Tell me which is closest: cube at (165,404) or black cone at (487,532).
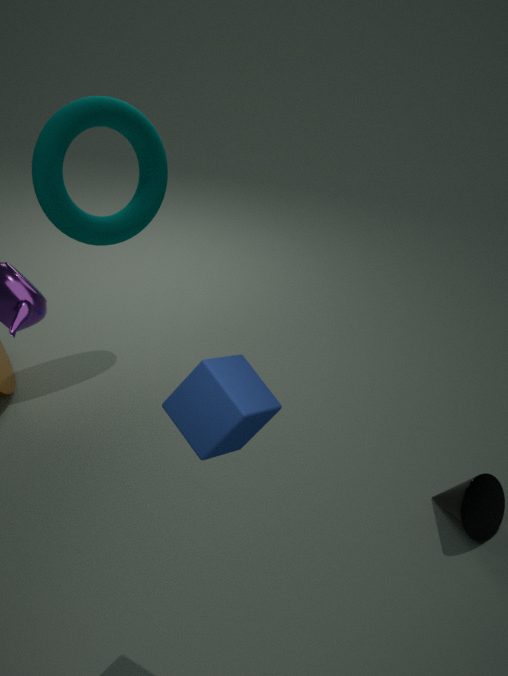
cube at (165,404)
